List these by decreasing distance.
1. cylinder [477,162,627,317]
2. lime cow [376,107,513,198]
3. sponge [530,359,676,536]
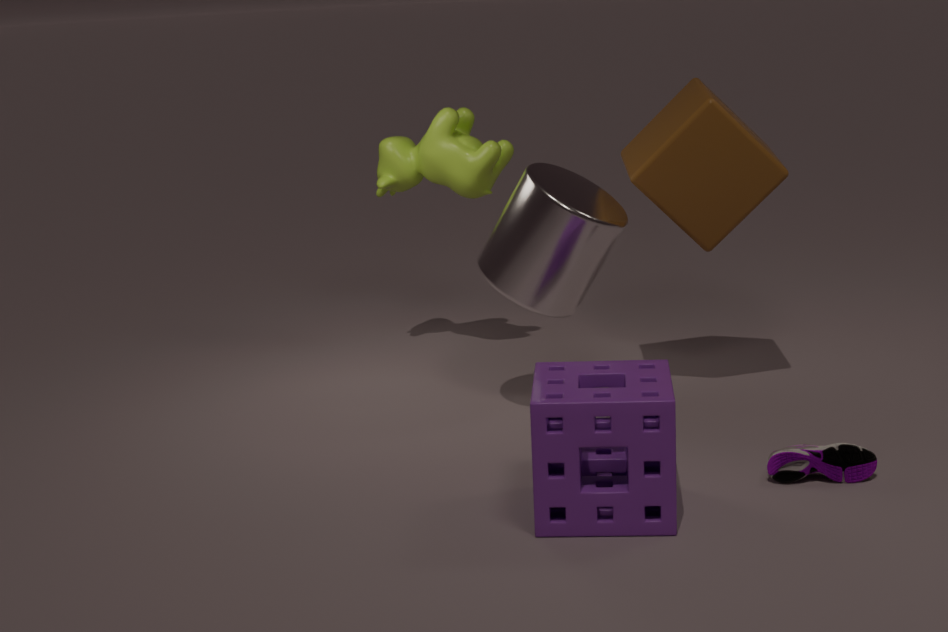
lime cow [376,107,513,198] → cylinder [477,162,627,317] → sponge [530,359,676,536]
